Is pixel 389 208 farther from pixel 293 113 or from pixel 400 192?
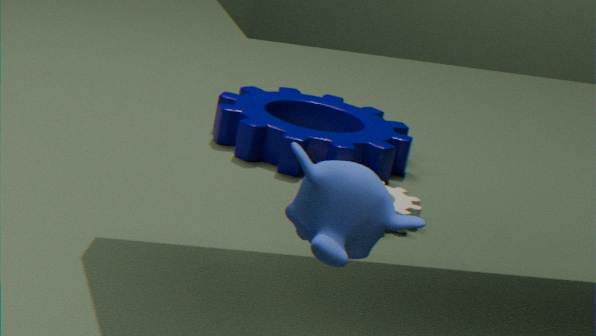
pixel 293 113
